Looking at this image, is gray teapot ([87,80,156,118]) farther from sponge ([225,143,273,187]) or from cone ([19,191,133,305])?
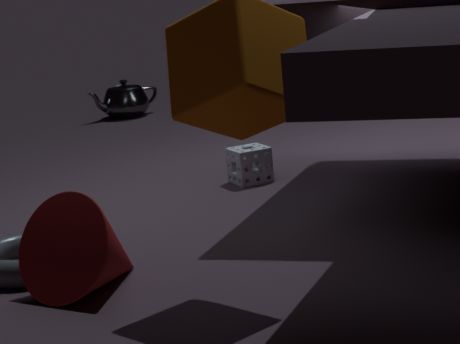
cone ([19,191,133,305])
